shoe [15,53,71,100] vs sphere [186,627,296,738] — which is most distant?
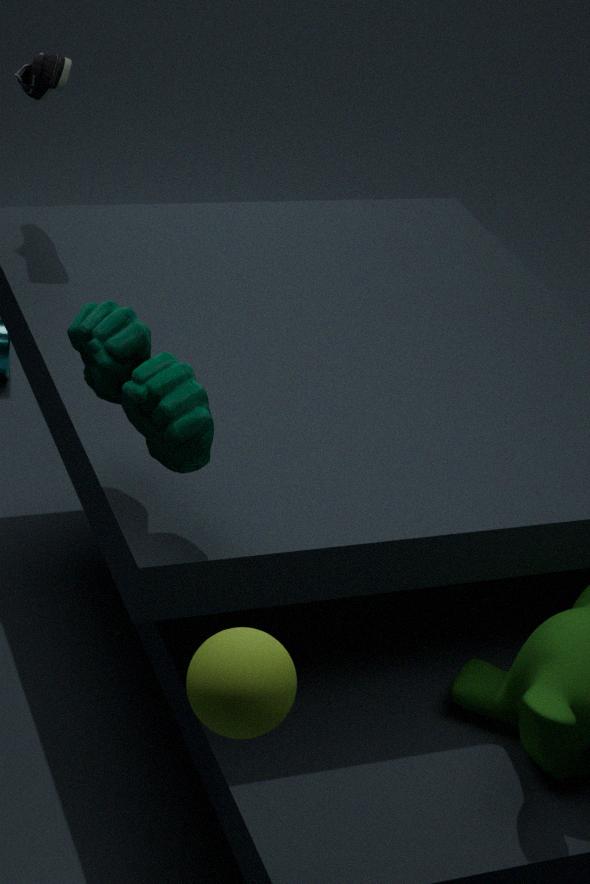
shoe [15,53,71,100]
